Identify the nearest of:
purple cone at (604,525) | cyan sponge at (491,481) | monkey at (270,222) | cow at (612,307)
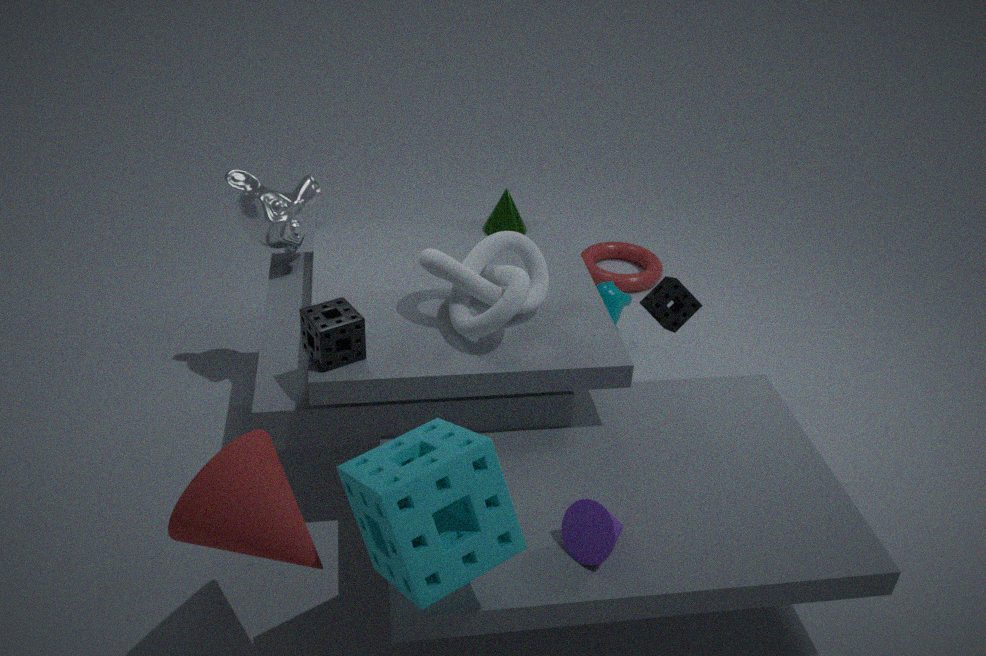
cyan sponge at (491,481)
